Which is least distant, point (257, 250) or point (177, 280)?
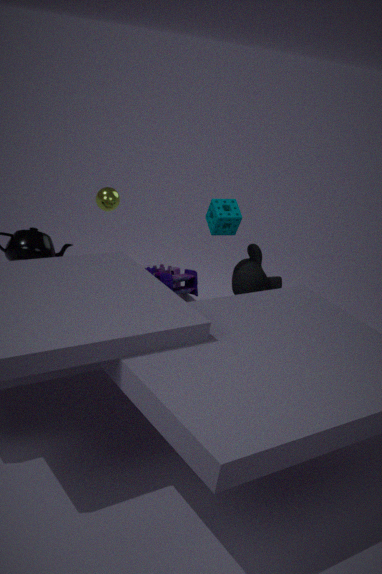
point (177, 280)
